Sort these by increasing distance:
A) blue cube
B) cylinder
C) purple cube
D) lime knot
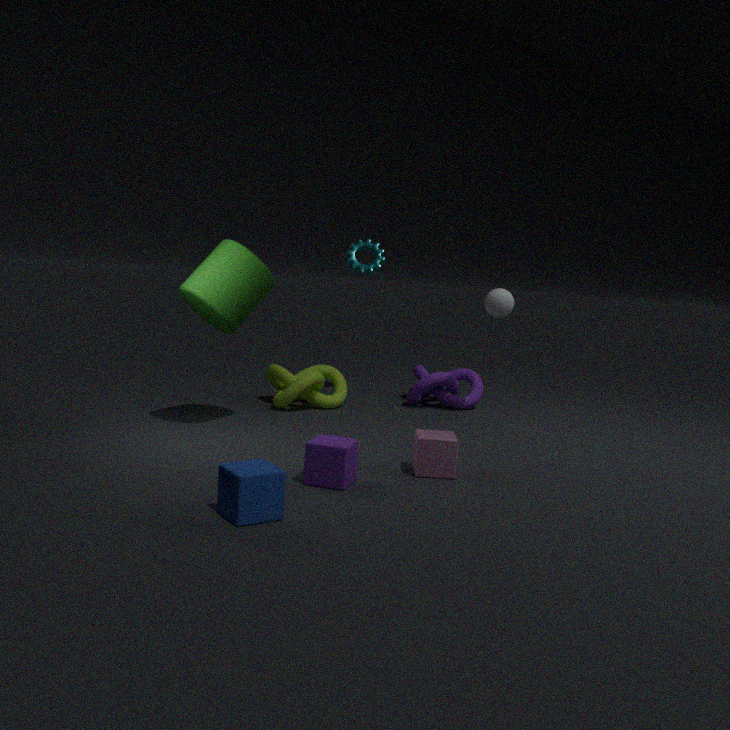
blue cube
purple cube
cylinder
lime knot
